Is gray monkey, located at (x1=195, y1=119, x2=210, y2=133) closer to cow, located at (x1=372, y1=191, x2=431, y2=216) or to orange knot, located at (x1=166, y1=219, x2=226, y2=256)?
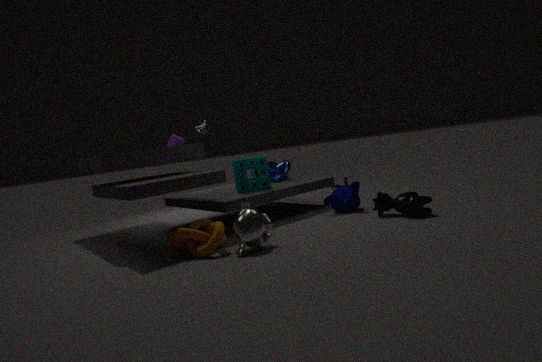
orange knot, located at (x1=166, y1=219, x2=226, y2=256)
